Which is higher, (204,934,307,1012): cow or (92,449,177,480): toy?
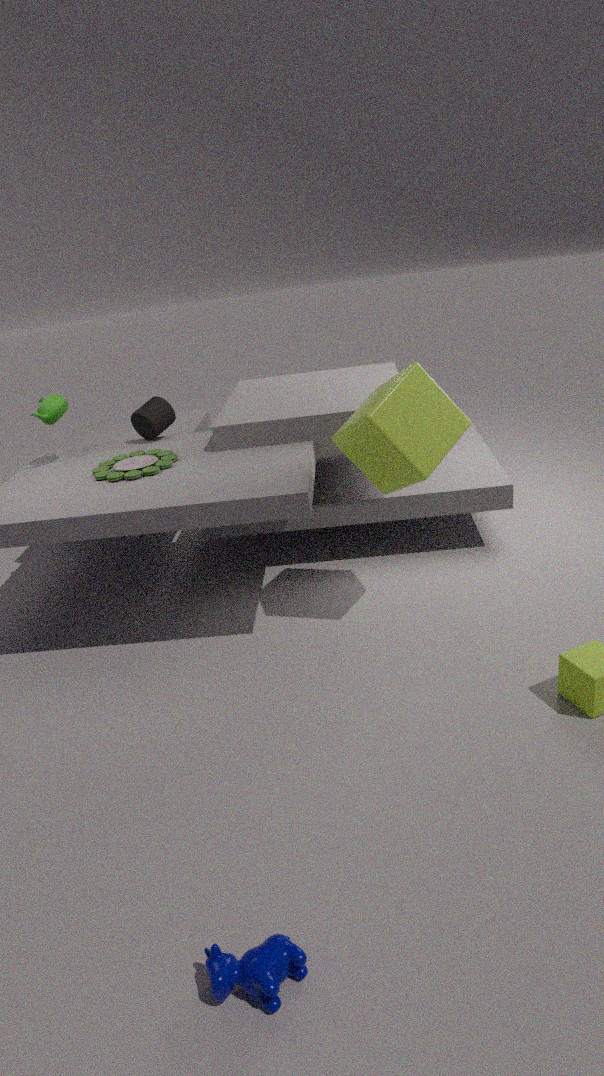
(92,449,177,480): toy
